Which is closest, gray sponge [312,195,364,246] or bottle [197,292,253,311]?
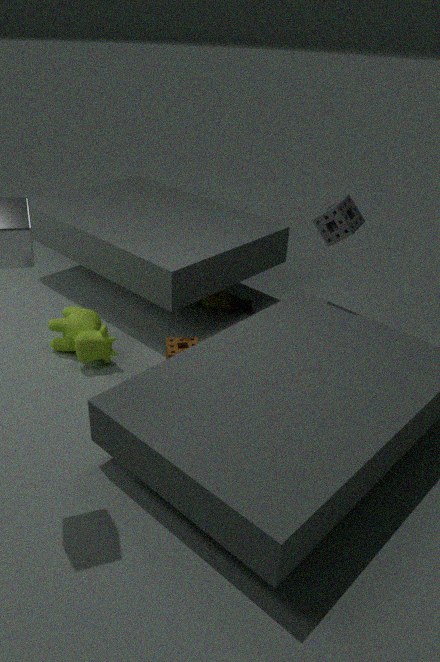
gray sponge [312,195,364,246]
